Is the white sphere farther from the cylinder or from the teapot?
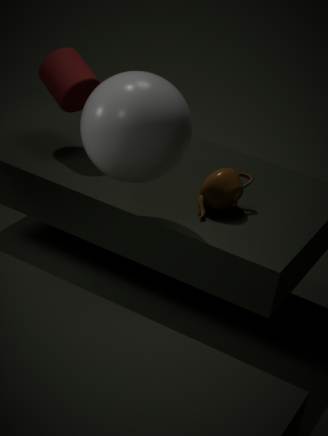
the cylinder
